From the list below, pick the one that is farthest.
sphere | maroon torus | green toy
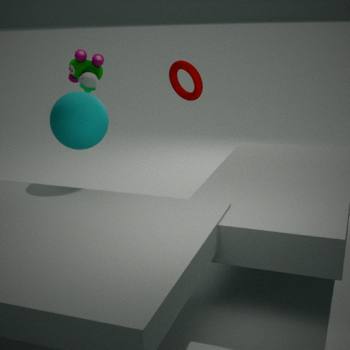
green toy
